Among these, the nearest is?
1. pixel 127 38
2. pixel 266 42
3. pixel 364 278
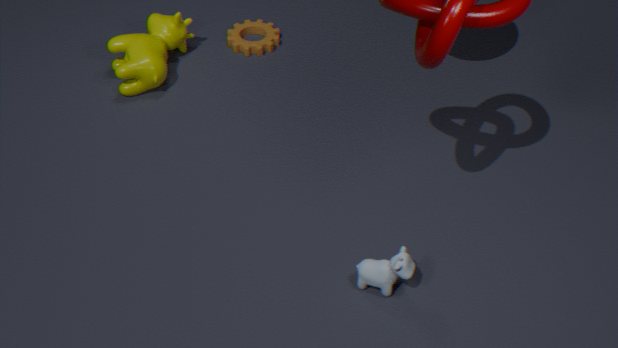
pixel 364 278
